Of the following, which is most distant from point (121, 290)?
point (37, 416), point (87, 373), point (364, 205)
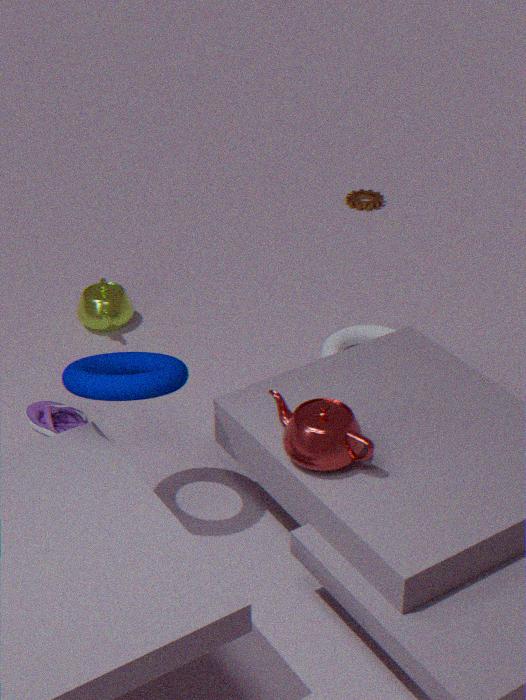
point (364, 205)
